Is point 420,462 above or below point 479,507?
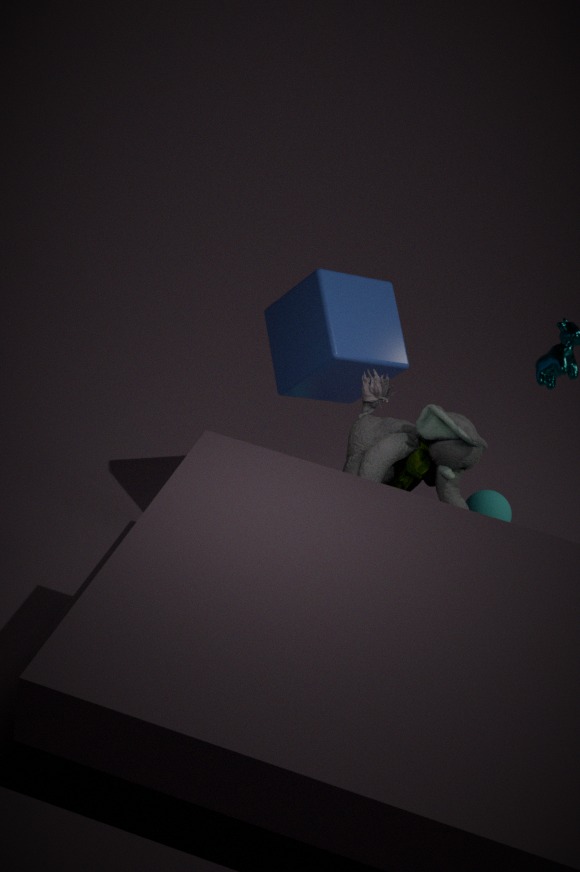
above
